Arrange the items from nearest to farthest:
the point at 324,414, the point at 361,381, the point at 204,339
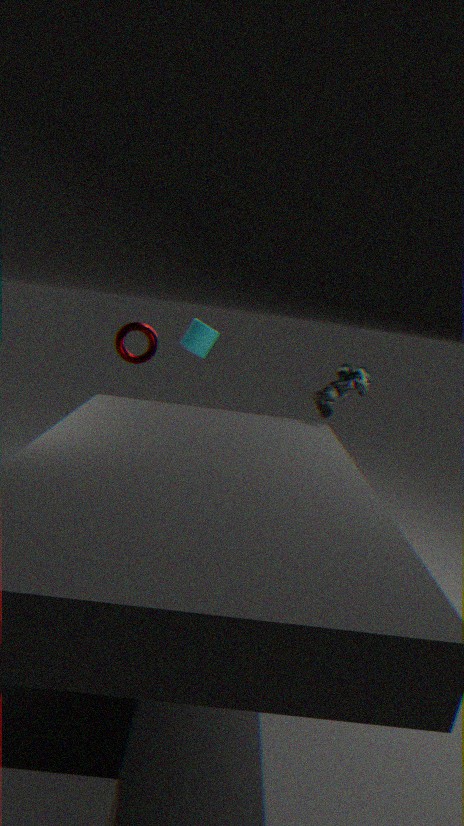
the point at 361,381 < the point at 204,339 < the point at 324,414
